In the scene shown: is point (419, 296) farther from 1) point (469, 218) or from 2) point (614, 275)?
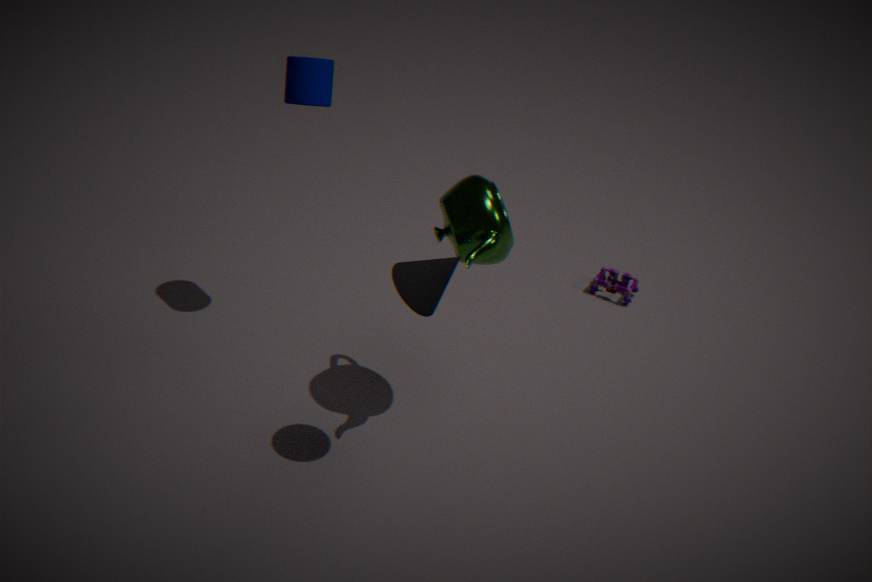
2) point (614, 275)
